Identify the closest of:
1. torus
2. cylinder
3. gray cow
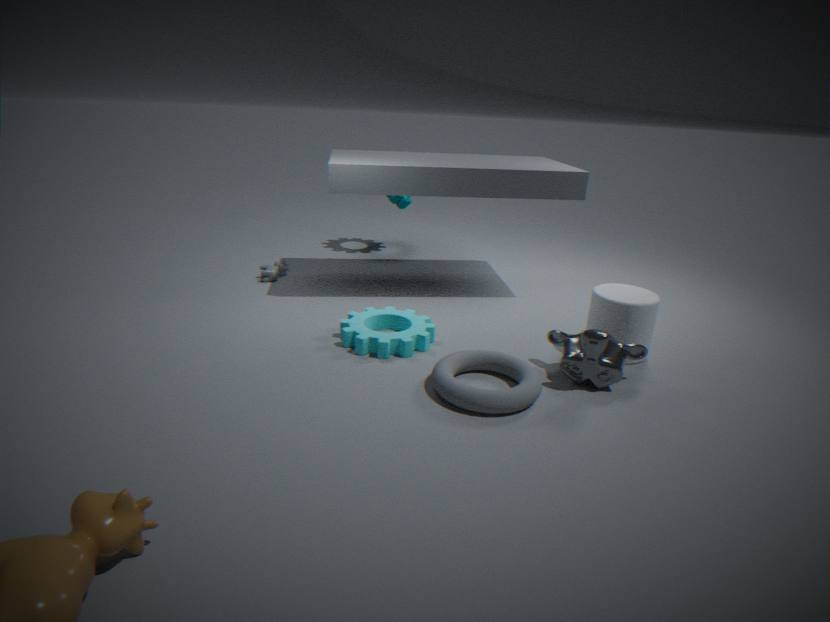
torus
